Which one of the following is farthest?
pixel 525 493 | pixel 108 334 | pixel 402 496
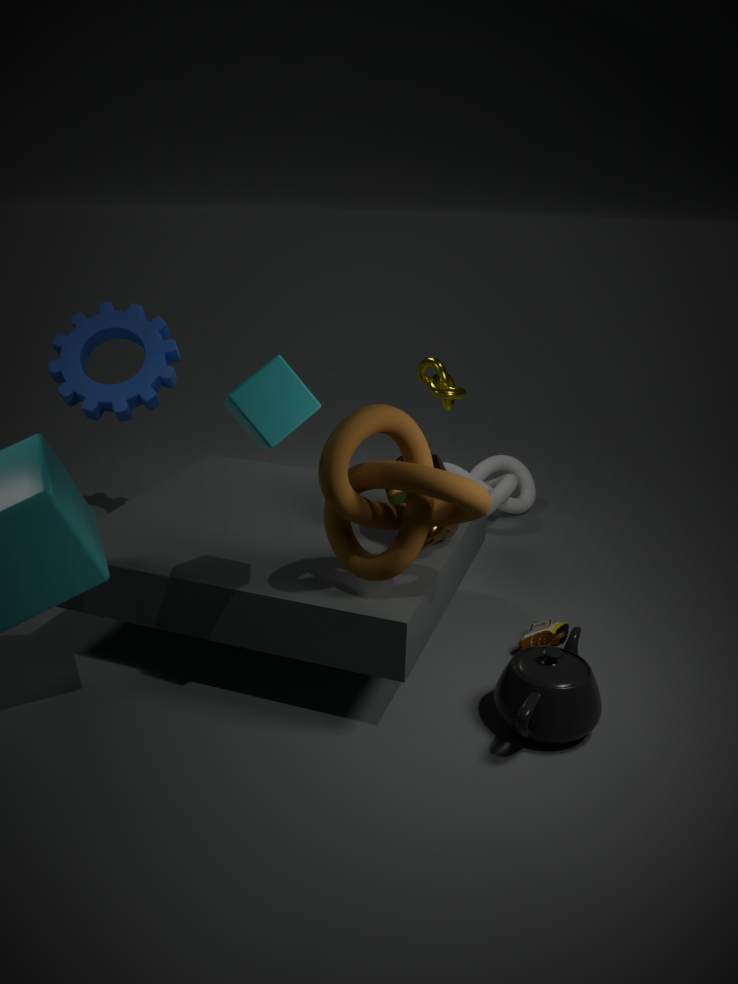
pixel 525 493
